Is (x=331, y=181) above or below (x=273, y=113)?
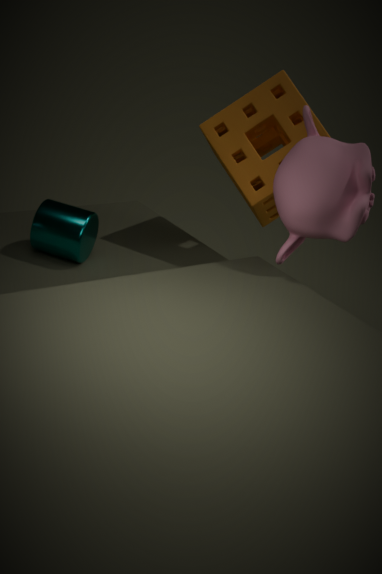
above
